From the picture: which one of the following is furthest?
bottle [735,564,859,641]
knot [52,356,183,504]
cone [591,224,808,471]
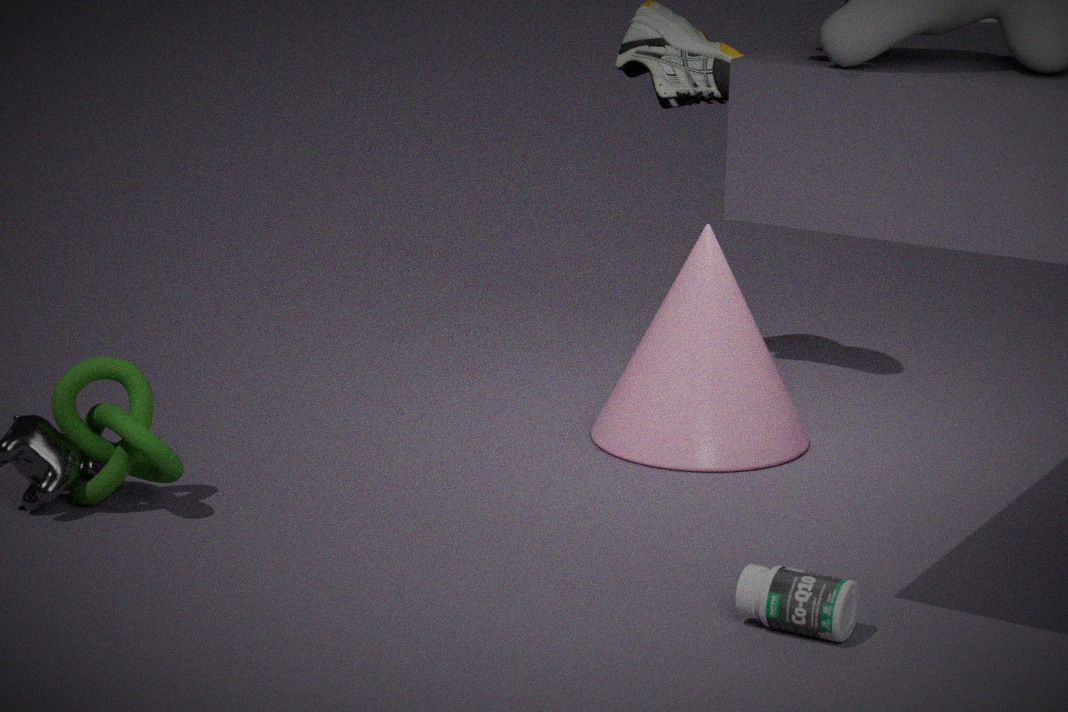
cone [591,224,808,471]
